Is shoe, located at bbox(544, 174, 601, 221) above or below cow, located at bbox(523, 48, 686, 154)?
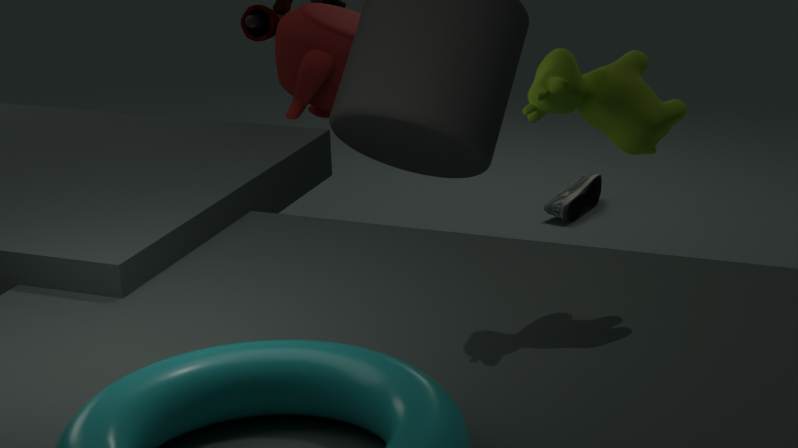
below
